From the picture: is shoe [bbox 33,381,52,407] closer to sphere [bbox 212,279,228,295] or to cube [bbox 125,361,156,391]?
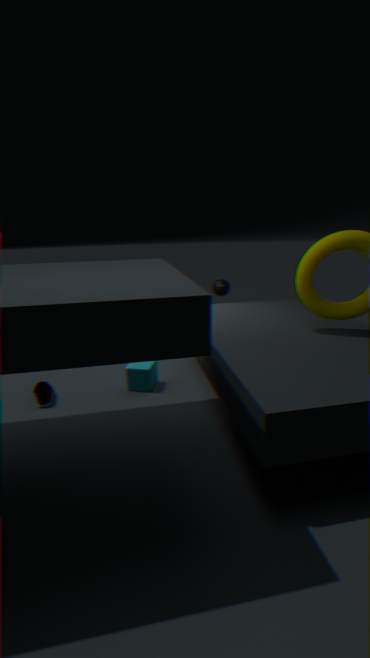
cube [bbox 125,361,156,391]
